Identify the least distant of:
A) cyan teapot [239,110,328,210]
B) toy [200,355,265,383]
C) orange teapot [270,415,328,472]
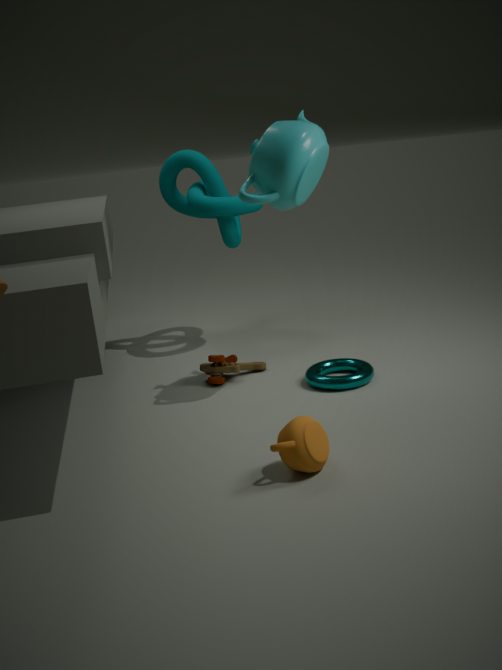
orange teapot [270,415,328,472]
